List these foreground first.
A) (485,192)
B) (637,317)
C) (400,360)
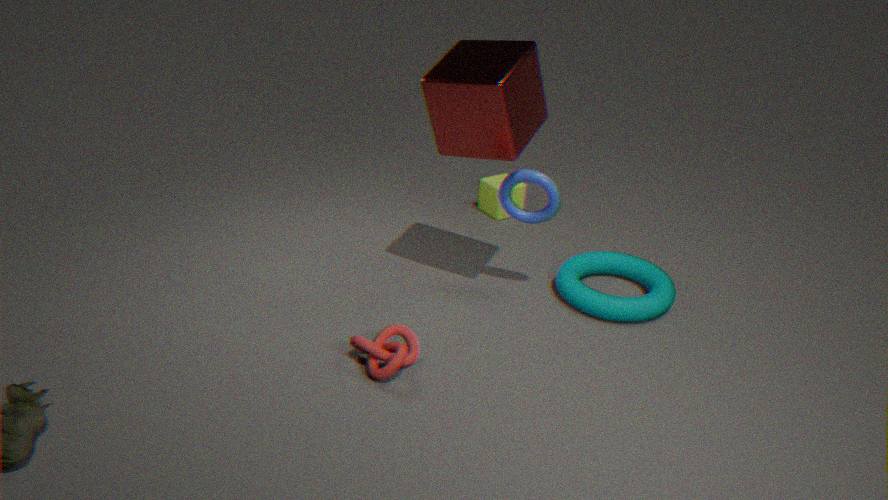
(400,360) < (637,317) < (485,192)
